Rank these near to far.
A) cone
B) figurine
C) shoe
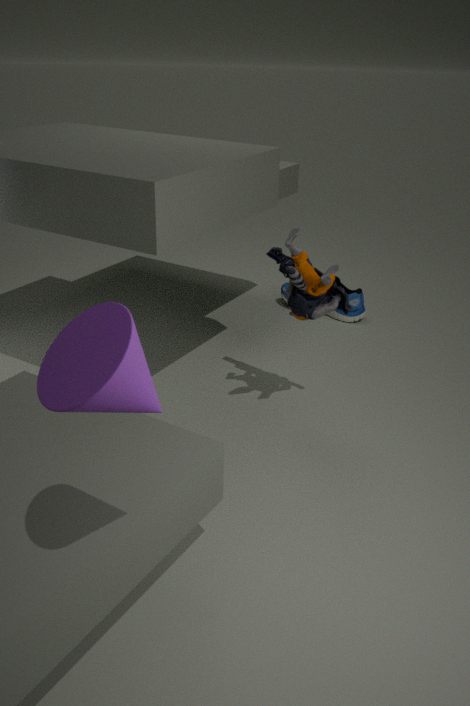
cone
figurine
shoe
